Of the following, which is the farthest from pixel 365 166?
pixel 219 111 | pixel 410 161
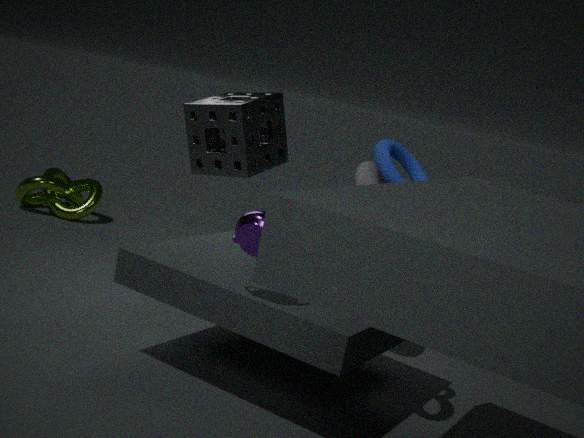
pixel 410 161
